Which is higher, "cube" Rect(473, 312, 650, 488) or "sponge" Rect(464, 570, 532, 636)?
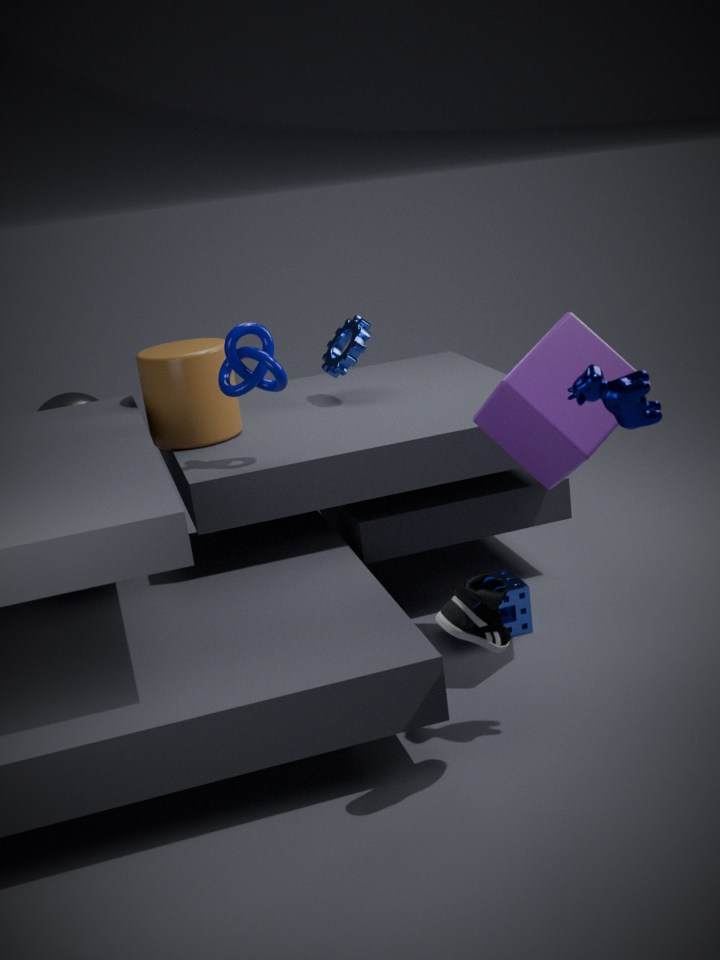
"cube" Rect(473, 312, 650, 488)
